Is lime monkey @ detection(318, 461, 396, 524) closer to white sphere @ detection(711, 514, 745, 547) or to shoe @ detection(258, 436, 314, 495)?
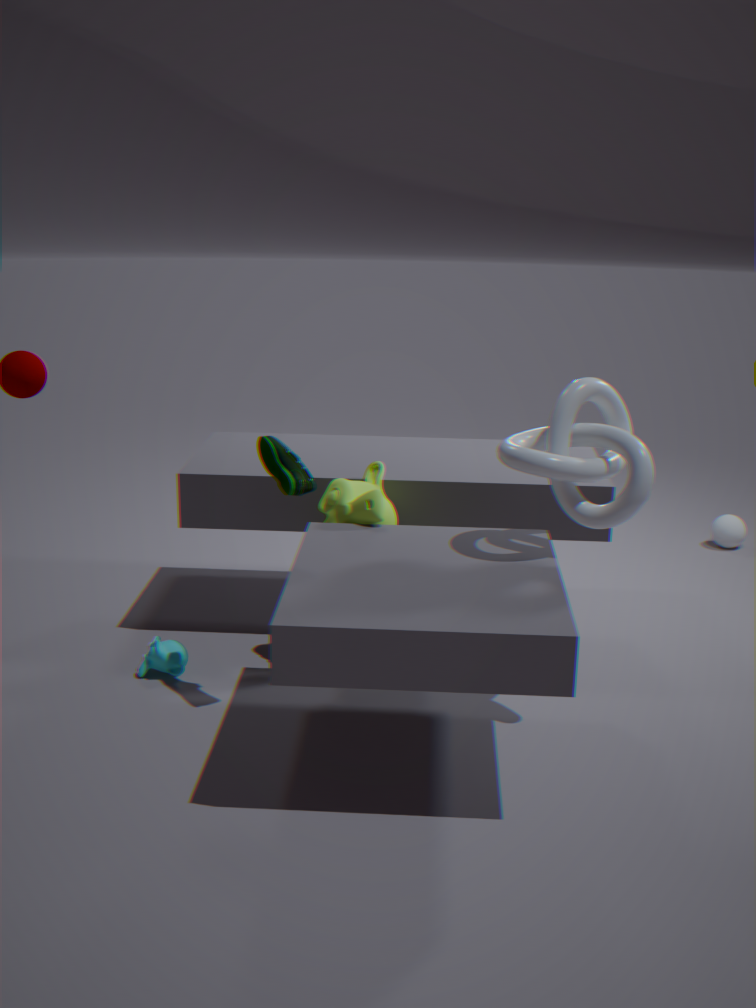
shoe @ detection(258, 436, 314, 495)
